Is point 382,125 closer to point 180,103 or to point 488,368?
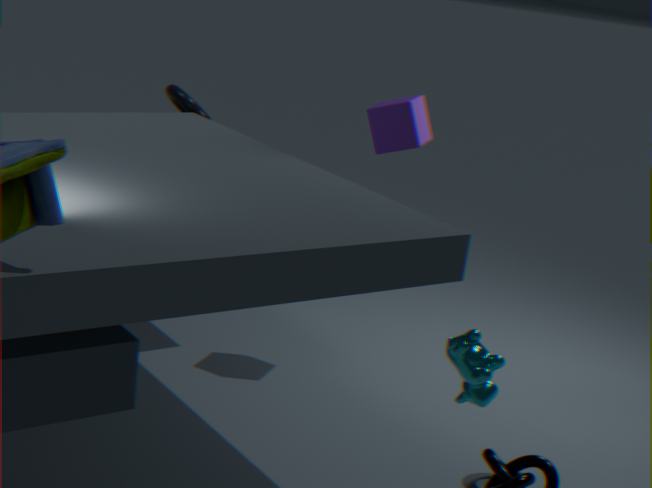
point 180,103
